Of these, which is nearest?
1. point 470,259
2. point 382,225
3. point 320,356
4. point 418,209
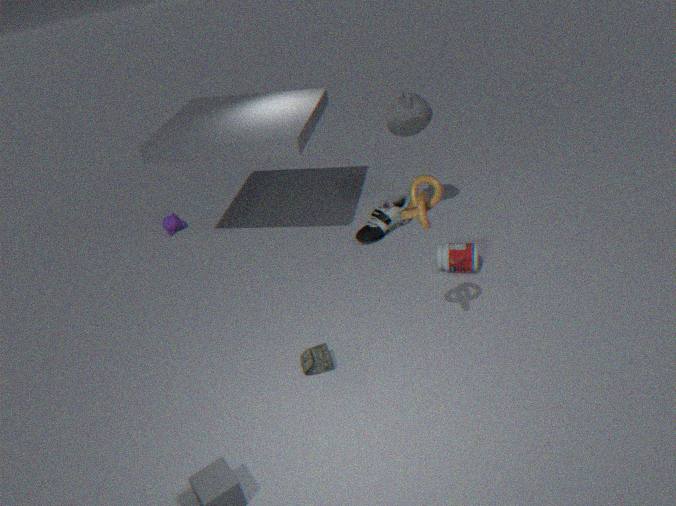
point 418,209
